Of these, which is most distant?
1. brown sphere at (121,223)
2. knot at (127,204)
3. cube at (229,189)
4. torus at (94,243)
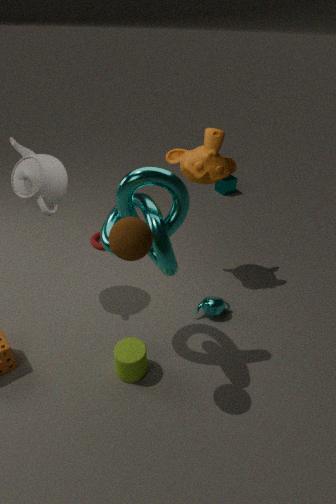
cube at (229,189)
